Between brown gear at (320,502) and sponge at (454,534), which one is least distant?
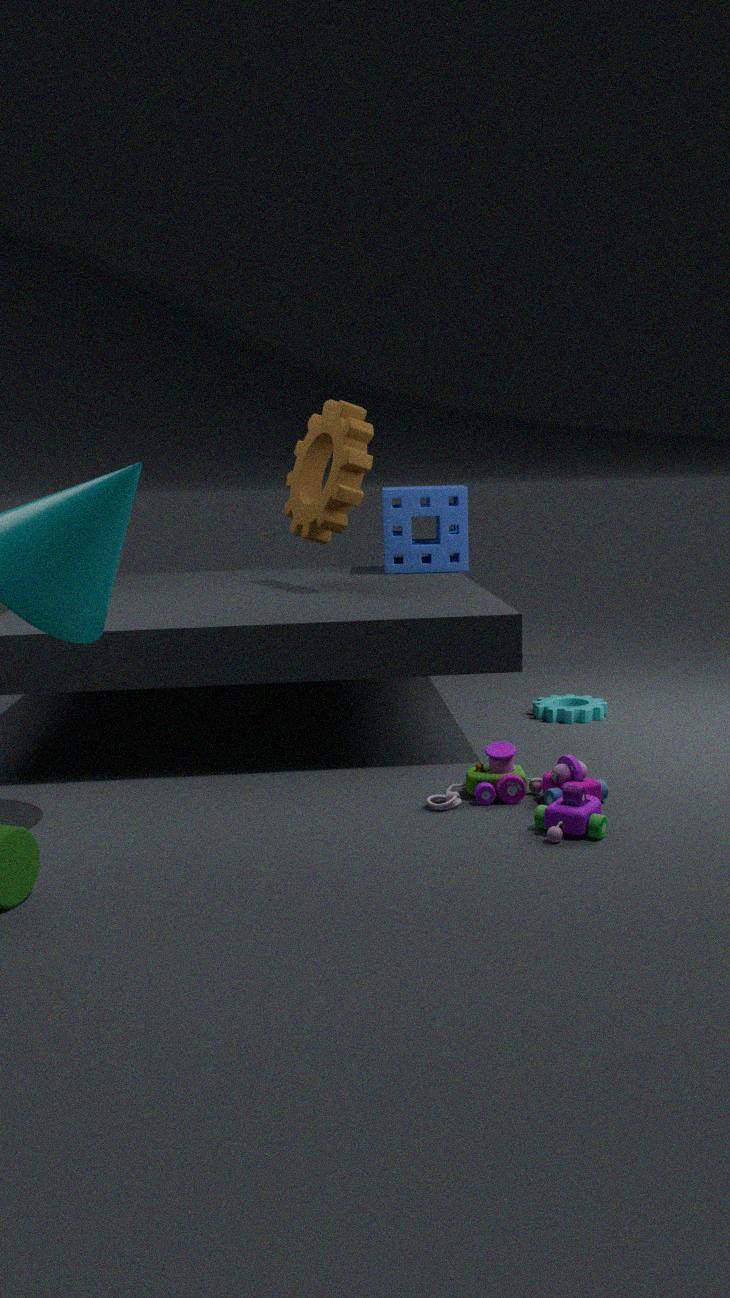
brown gear at (320,502)
